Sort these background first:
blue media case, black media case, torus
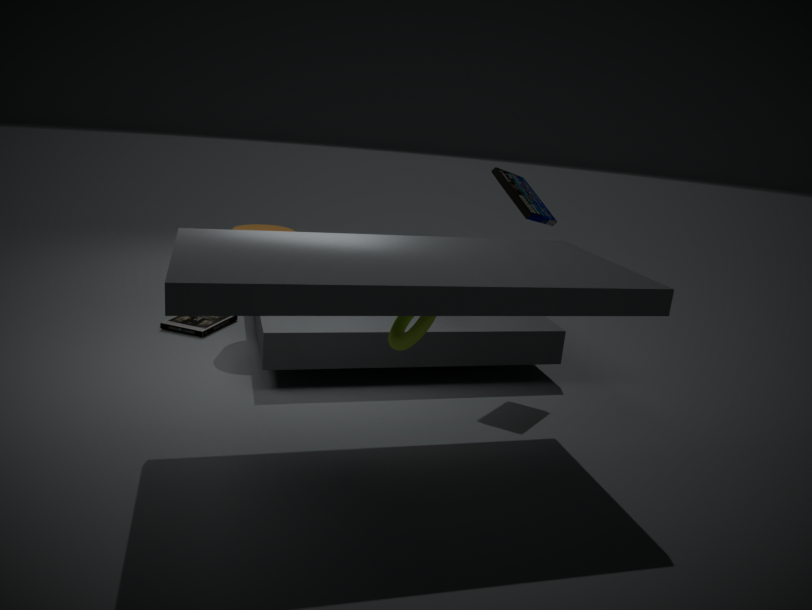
black media case < blue media case < torus
